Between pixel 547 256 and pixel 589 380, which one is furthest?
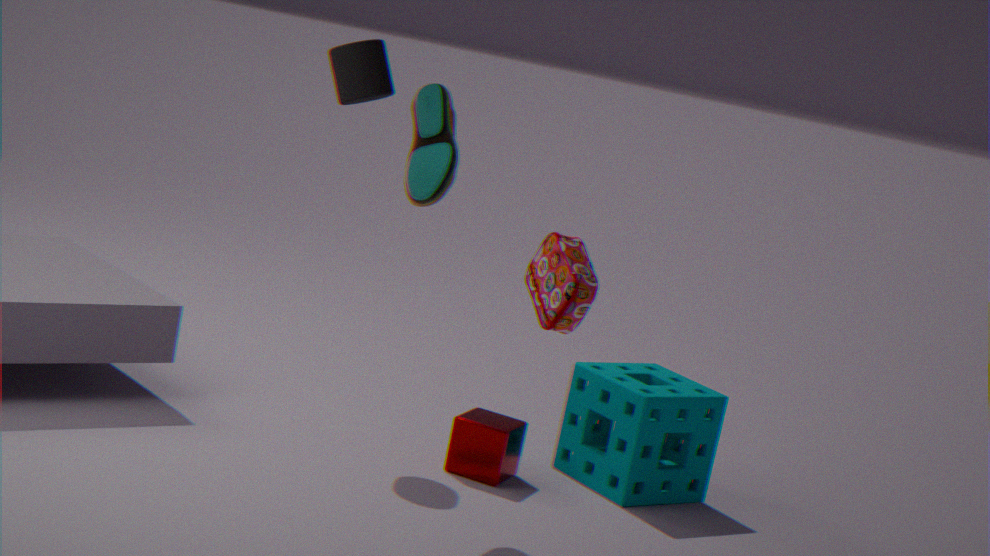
pixel 589 380
